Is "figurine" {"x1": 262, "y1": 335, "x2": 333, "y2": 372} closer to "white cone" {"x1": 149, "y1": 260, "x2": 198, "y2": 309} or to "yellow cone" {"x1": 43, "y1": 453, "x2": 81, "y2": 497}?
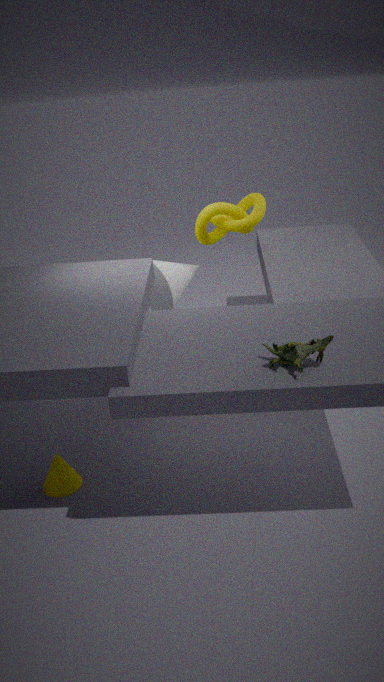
"yellow cone" {"x1": 43, "y1": 453, "x2": 81, "y2": 497}
